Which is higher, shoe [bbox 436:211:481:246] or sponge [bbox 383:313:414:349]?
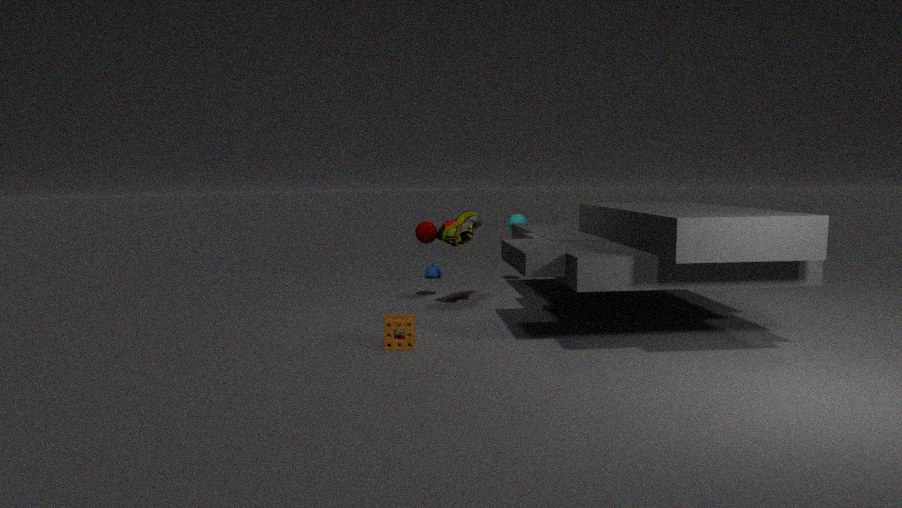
shoe [bbox 436:211:481:246]
